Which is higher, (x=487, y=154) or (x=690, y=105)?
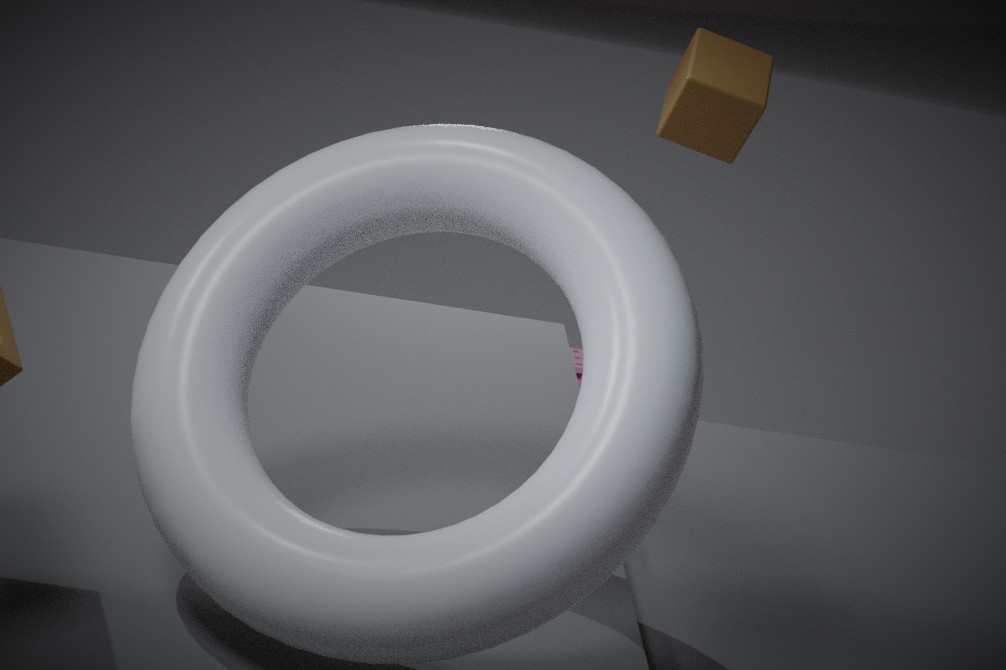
(x=690, y=105)
